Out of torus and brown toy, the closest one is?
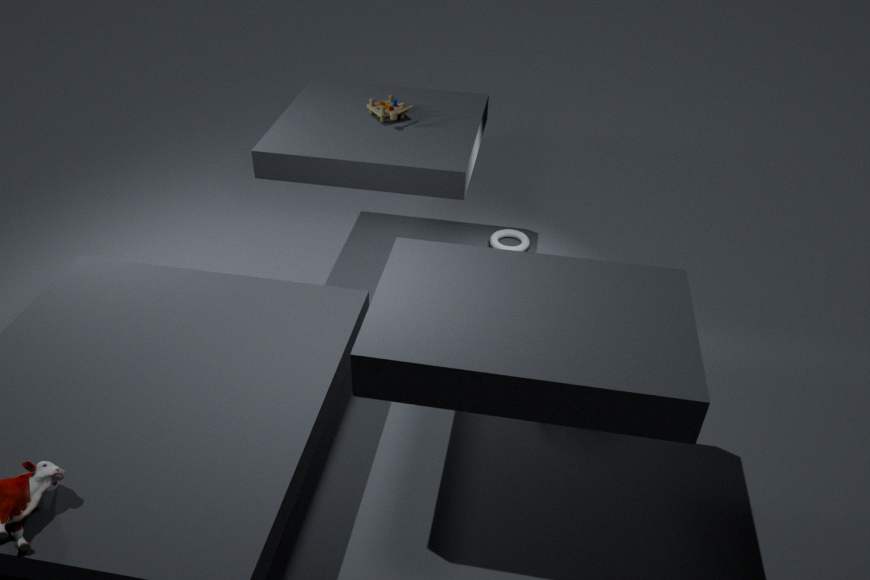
brown toy
